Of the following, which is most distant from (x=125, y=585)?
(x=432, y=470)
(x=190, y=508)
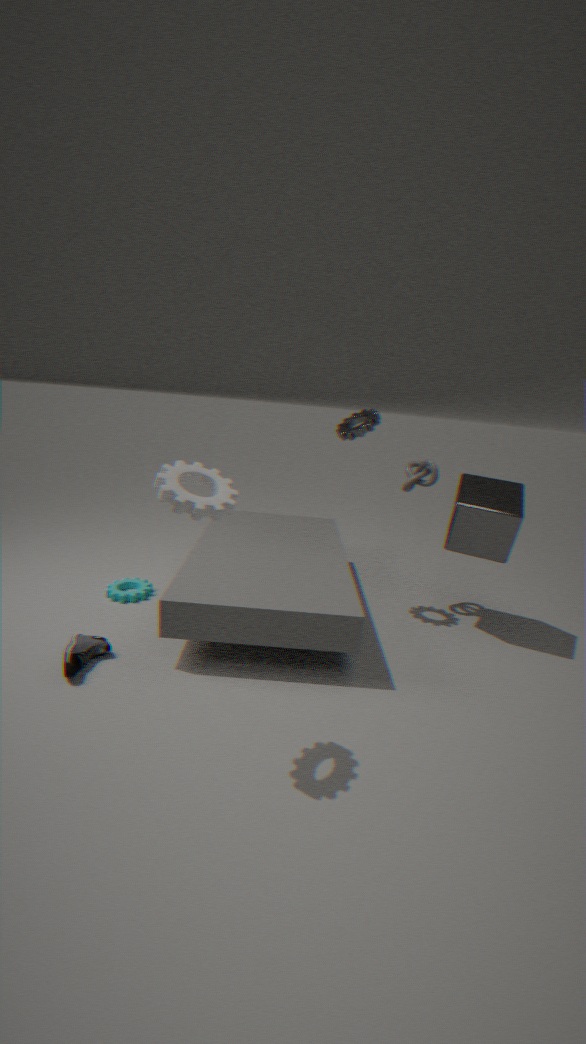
(x=432, y=470)
